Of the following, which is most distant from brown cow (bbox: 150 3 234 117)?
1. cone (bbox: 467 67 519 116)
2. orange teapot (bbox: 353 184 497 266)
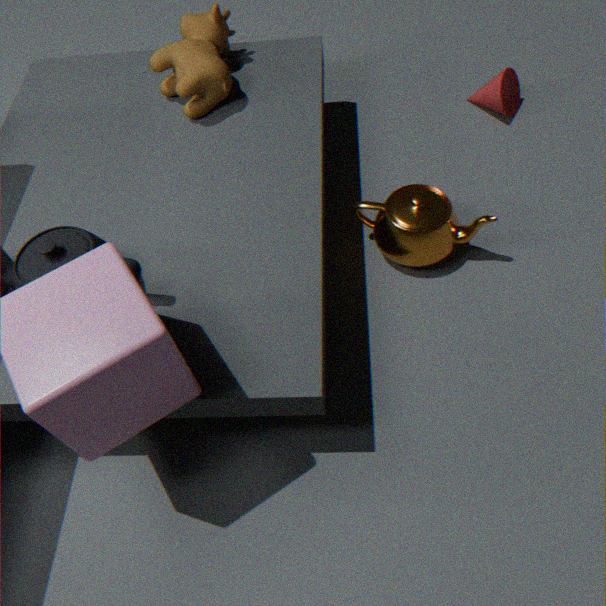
cone (bbox: 467 67 519 116)
